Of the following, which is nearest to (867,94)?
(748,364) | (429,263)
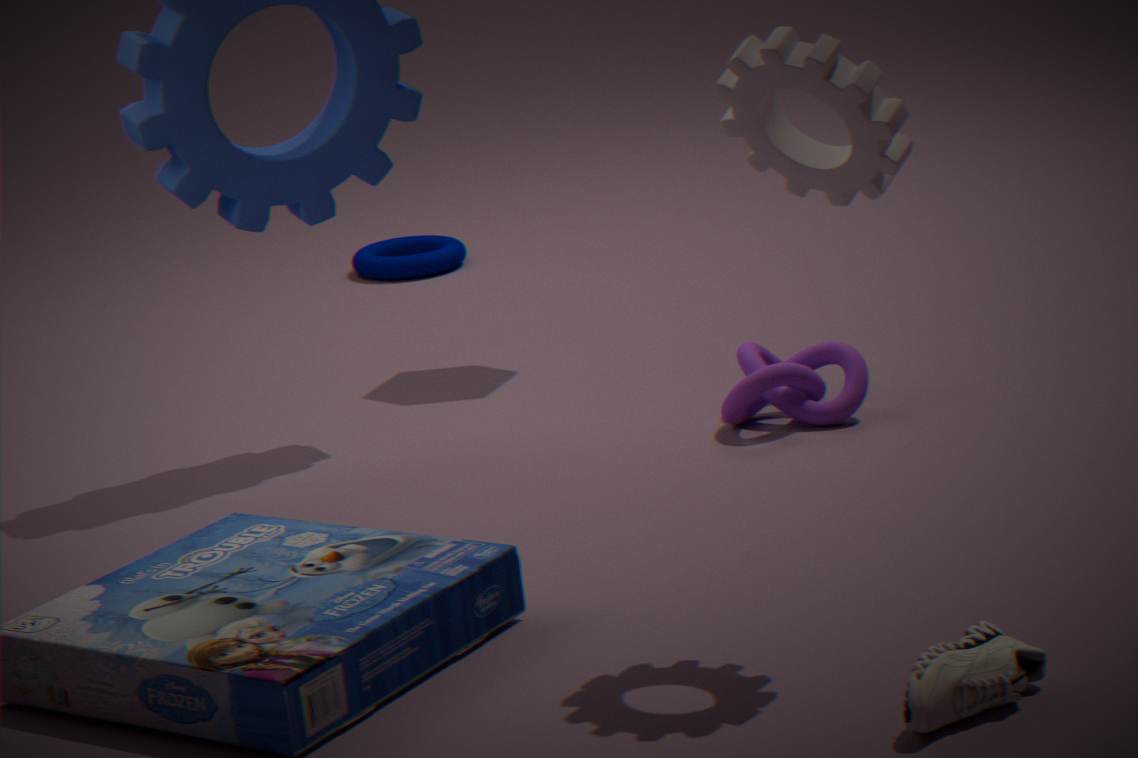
(748,364)
